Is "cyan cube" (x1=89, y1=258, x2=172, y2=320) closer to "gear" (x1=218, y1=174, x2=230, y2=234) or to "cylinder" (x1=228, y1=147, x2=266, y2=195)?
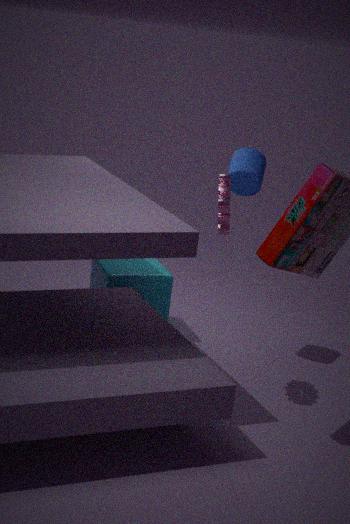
"cylinder" (x1=228, y1=147, x2=266, y2=195)
